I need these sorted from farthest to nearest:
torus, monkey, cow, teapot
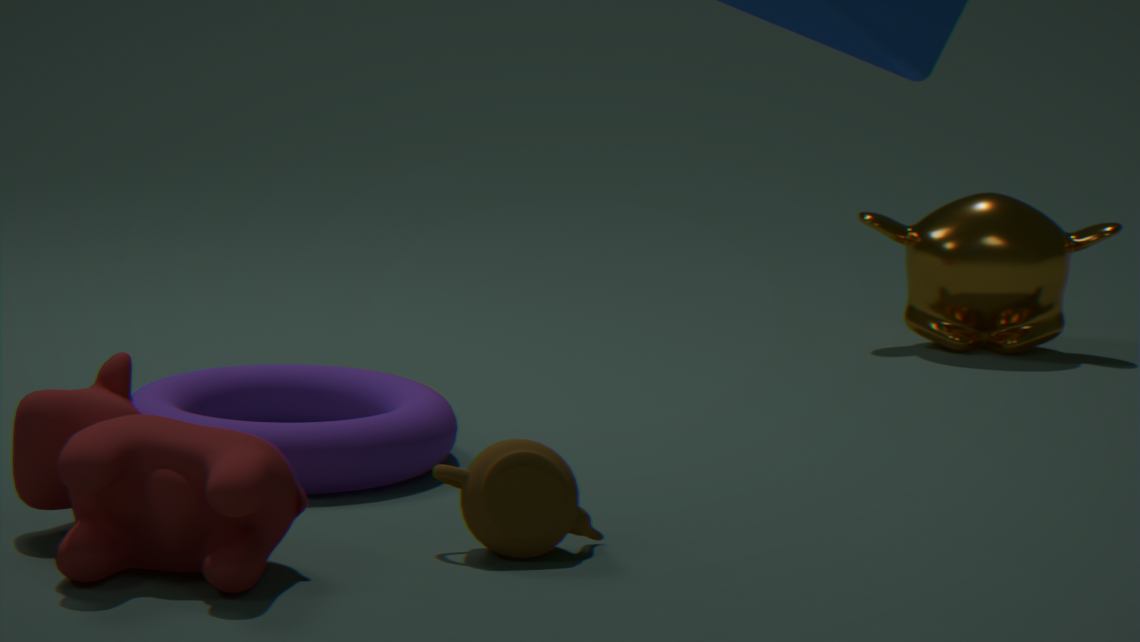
monkey < torus < teapot < cow
